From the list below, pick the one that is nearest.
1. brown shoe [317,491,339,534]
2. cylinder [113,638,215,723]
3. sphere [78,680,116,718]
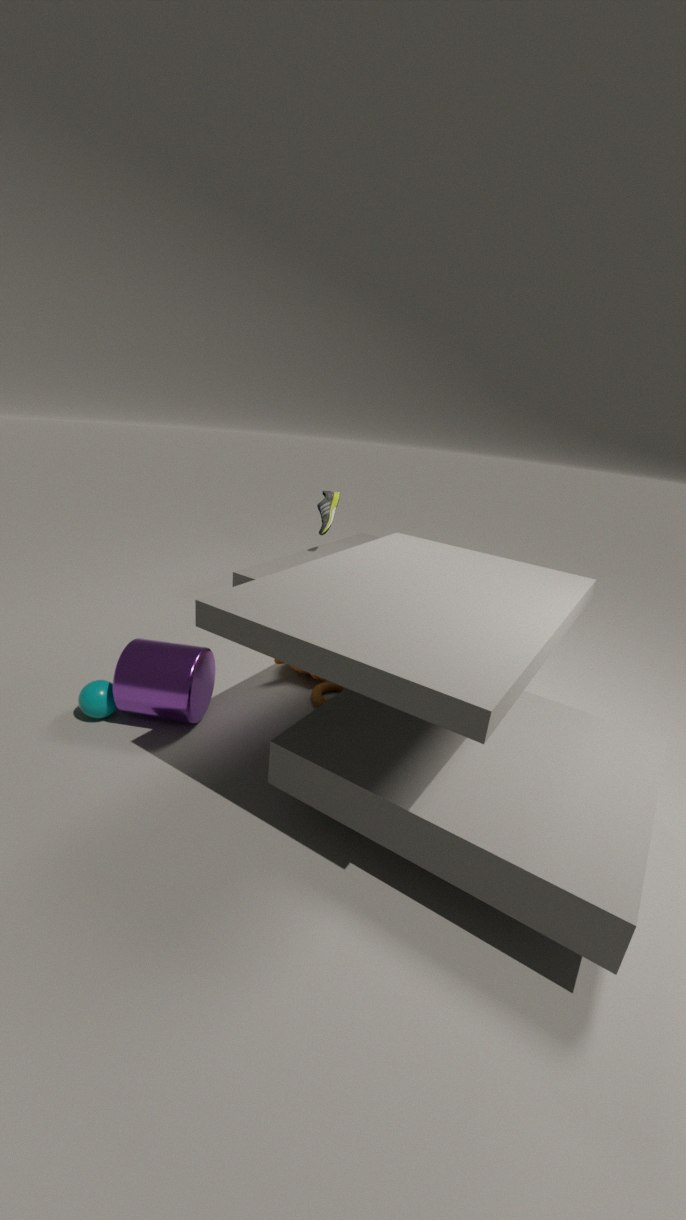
cylinder [113,638,215,723]
